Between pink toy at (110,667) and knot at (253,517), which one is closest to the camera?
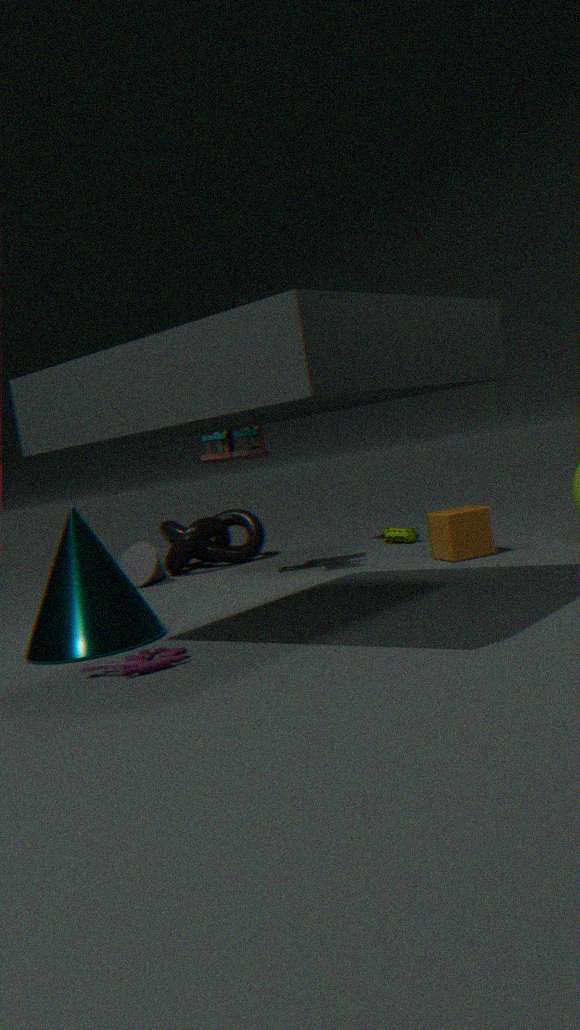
pink toy at (110,667)
